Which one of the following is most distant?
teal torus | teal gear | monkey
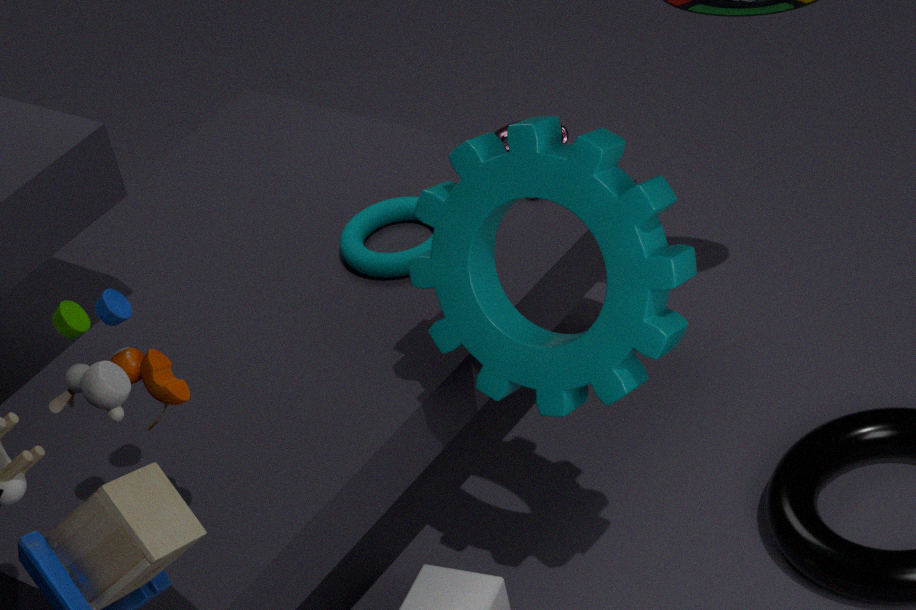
monkey
